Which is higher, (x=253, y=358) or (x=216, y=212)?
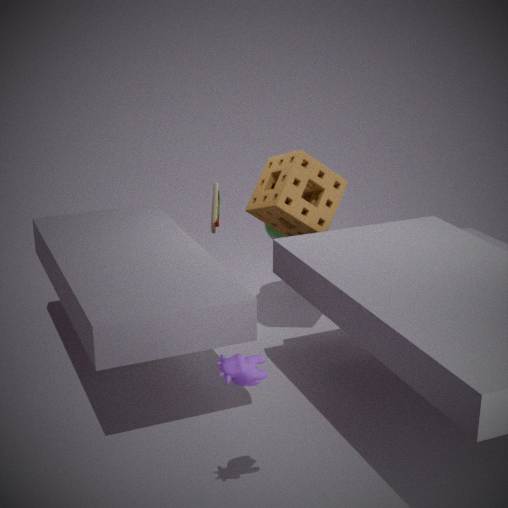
(x=216, y=212)
